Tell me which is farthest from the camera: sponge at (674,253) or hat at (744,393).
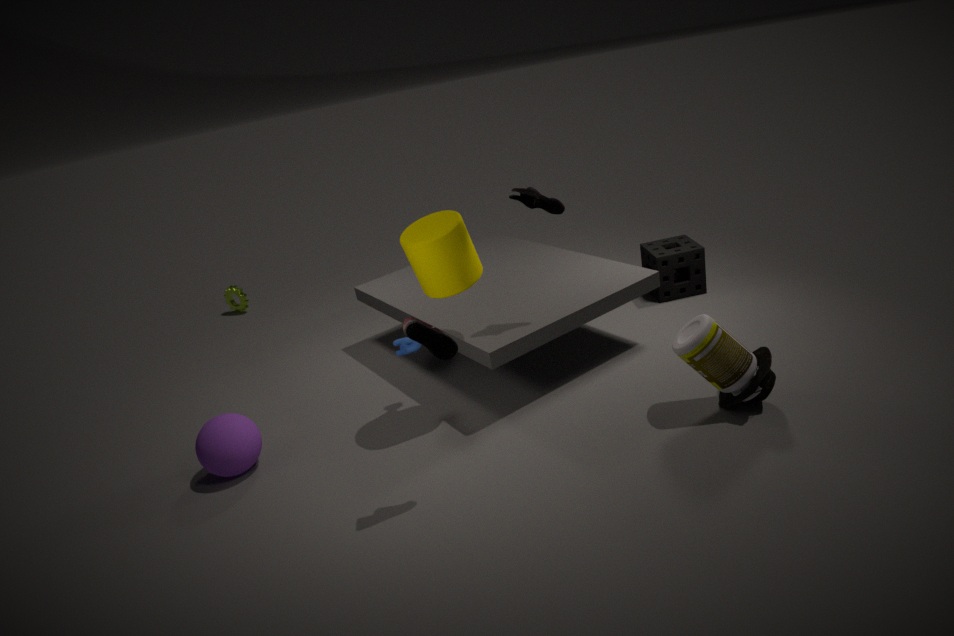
sponge at (674,253)
